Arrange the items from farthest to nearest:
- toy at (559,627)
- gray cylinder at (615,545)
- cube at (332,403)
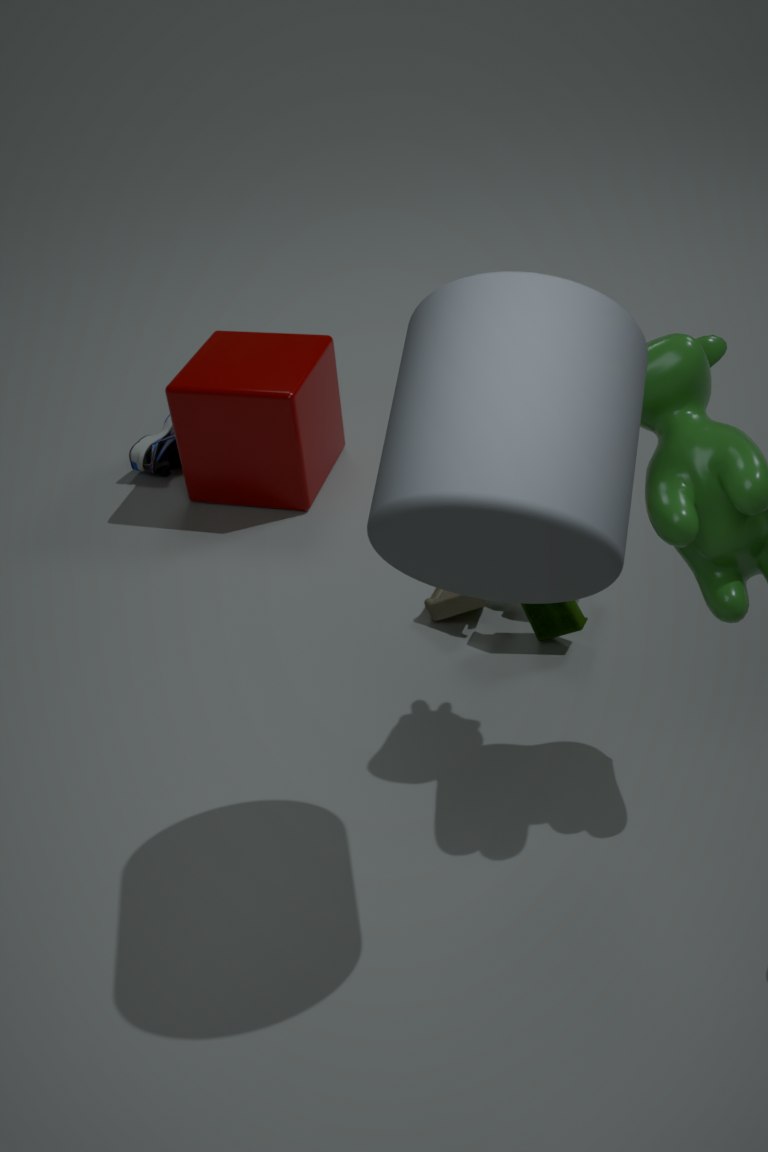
1. cube at (332,403)
2. toy at (559,627)
3. gray cylinder at (615,545)
